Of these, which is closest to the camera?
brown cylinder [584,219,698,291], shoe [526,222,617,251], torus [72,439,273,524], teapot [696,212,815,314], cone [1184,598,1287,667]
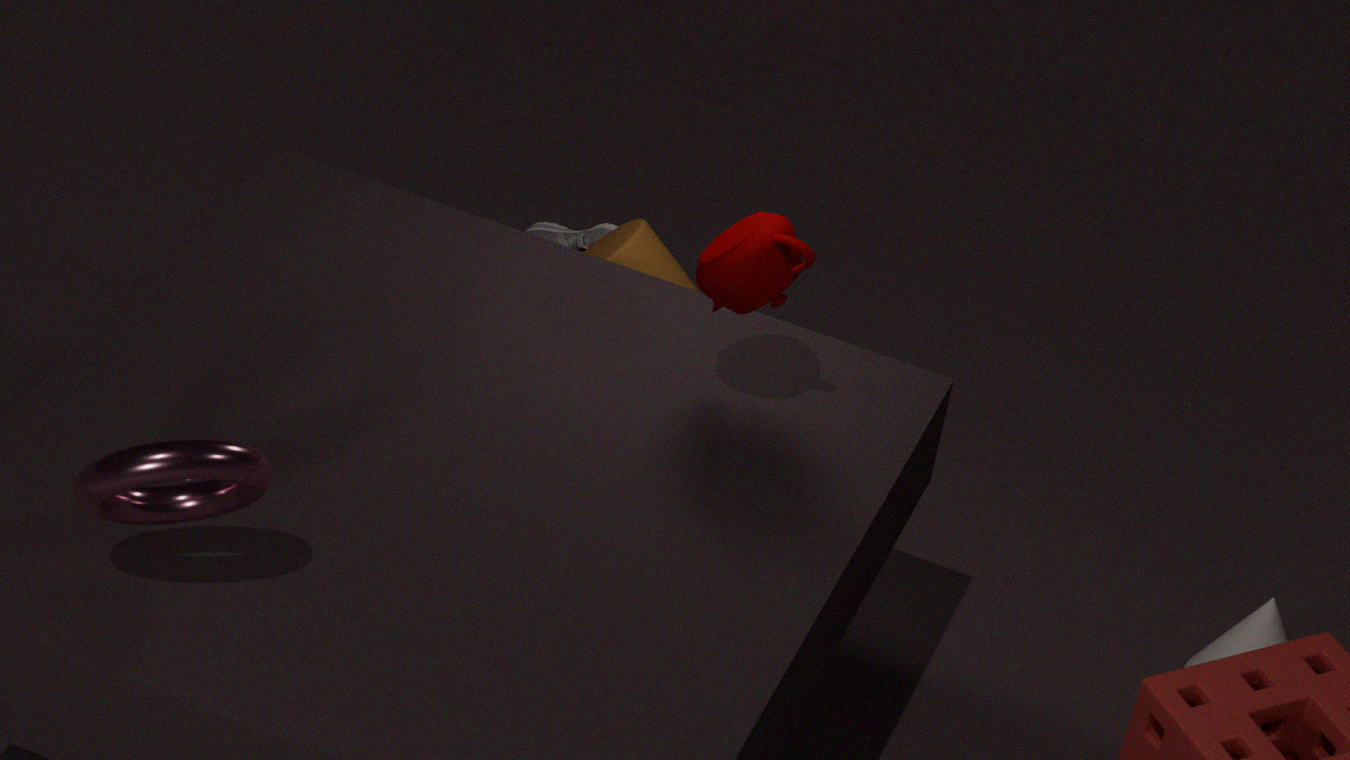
torus [72,439,273,524]
